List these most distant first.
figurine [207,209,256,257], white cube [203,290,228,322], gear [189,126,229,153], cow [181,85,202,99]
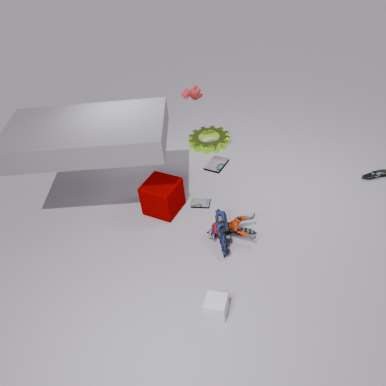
gear [189,126,229,153]
cow [181,85,202,99]
figurine [207,209,256,257]
white cube [203,290,228,322]
